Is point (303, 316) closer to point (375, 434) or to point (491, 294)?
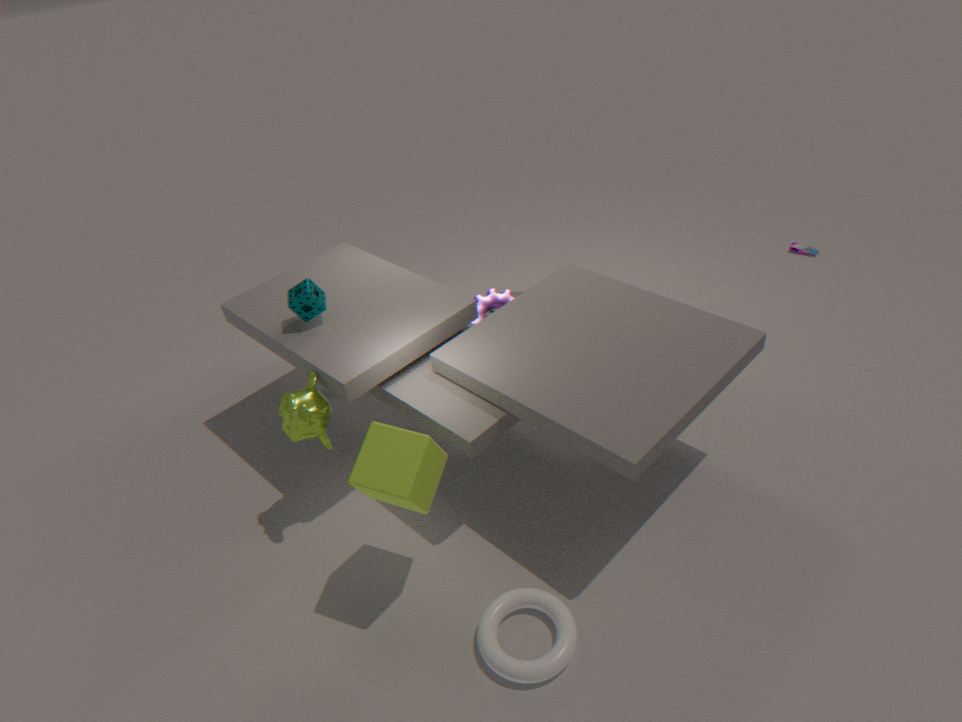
point (491, 294)
